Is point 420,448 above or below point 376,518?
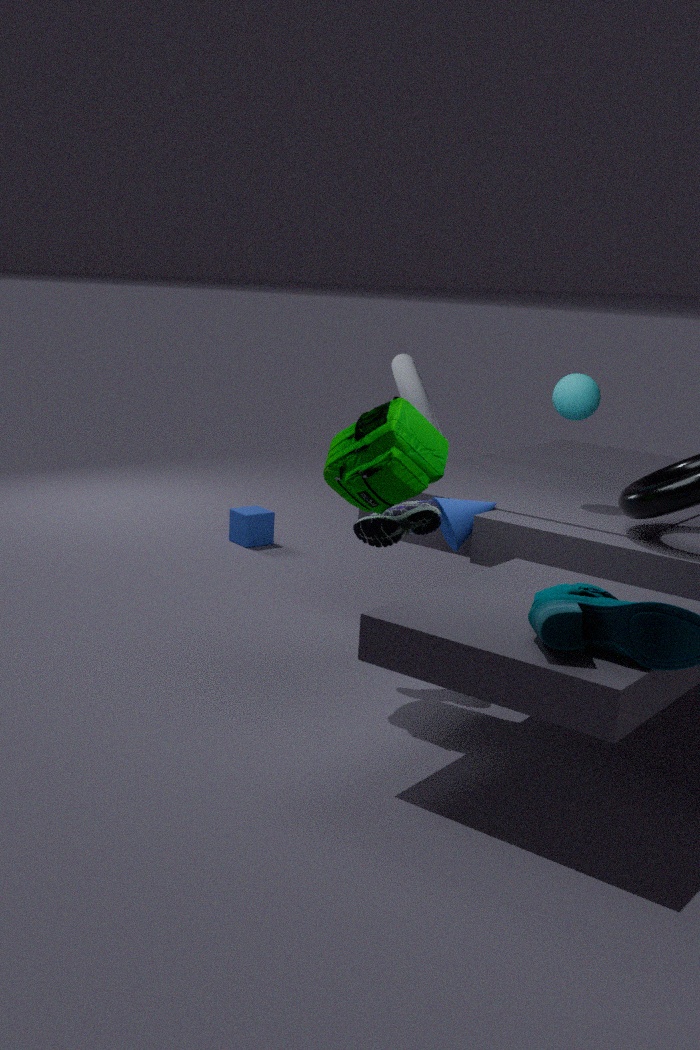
above
